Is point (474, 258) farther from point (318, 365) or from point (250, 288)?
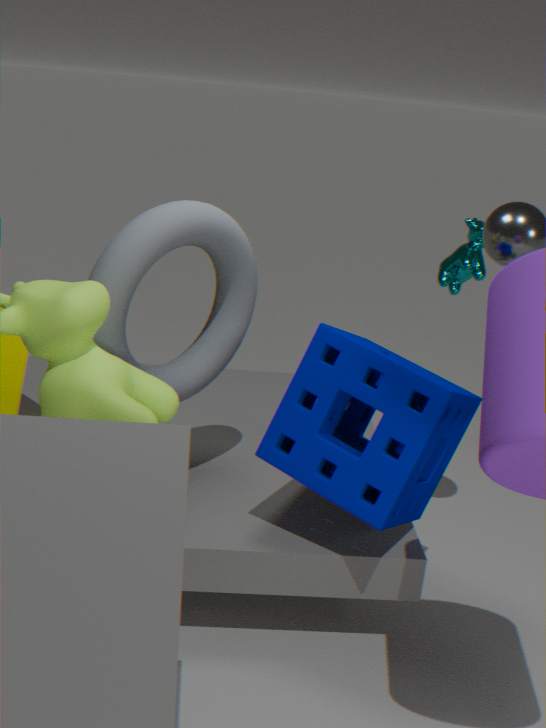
point (250, 288)
